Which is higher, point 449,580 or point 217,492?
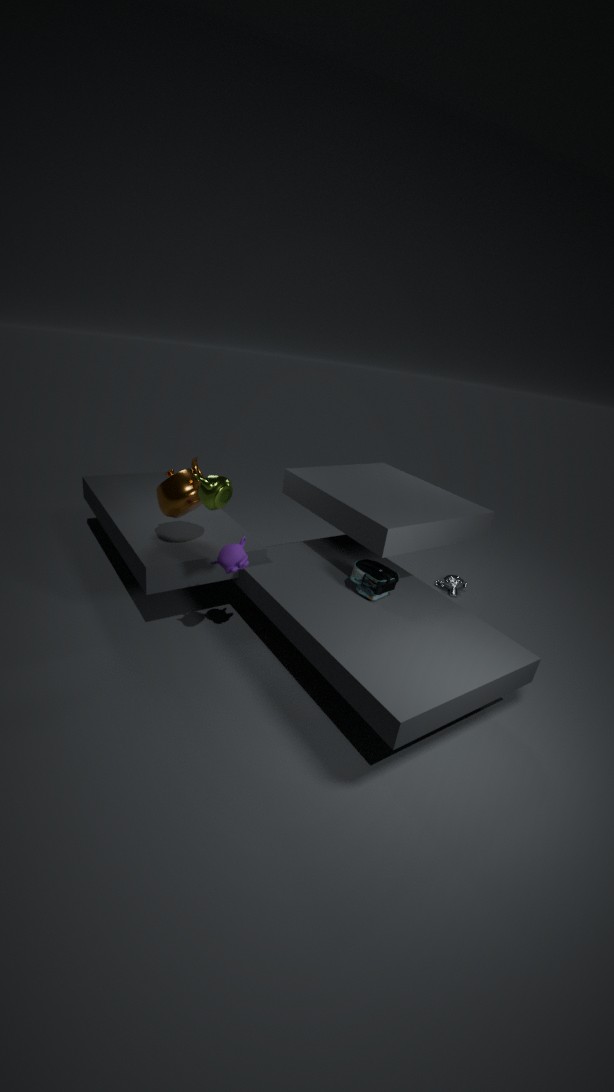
point 217,492
